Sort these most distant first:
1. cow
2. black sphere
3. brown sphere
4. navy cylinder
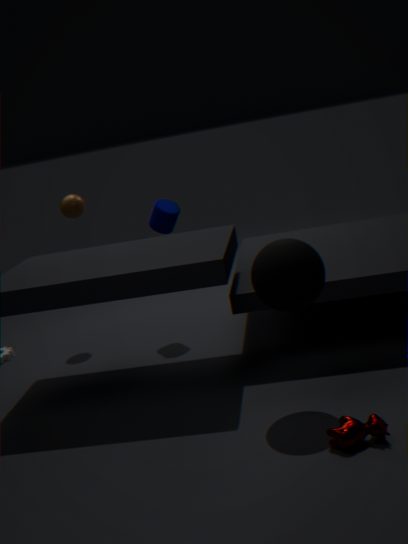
1. brown sphere
2. navy cylinder
3. black sphere
4. cow
